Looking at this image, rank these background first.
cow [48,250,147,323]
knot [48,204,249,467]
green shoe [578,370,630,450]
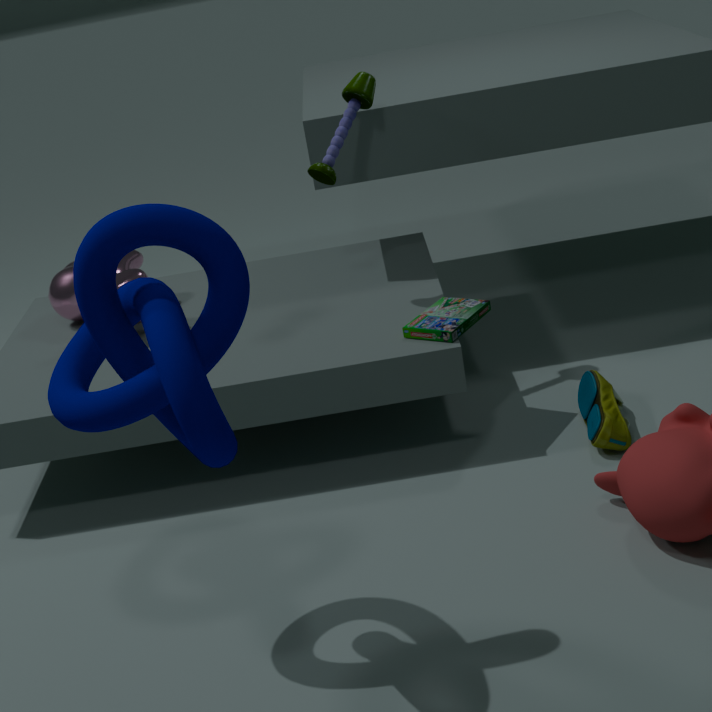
cow [48,250,147,323] < green shoe [578,370,630,450] < knot [48,204,249,467]
